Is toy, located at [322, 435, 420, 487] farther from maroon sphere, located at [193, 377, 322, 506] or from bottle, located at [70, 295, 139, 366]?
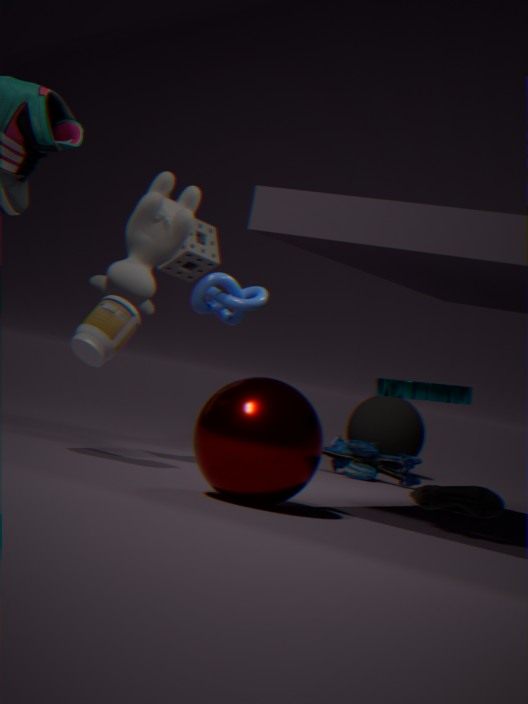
maroon sphere, located at [193, 377, 322, 506]
